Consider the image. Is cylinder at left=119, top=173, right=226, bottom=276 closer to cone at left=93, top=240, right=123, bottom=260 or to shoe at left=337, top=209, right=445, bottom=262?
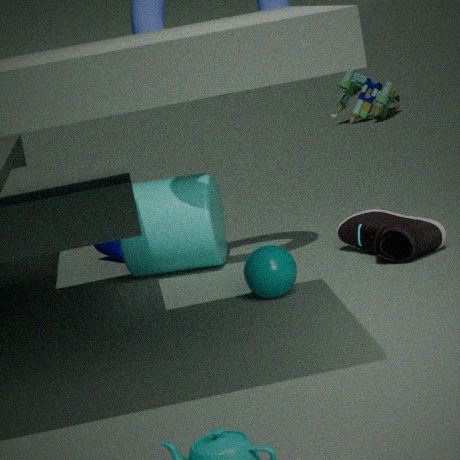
cone at left=93, top=240, right=123, bottom=260
